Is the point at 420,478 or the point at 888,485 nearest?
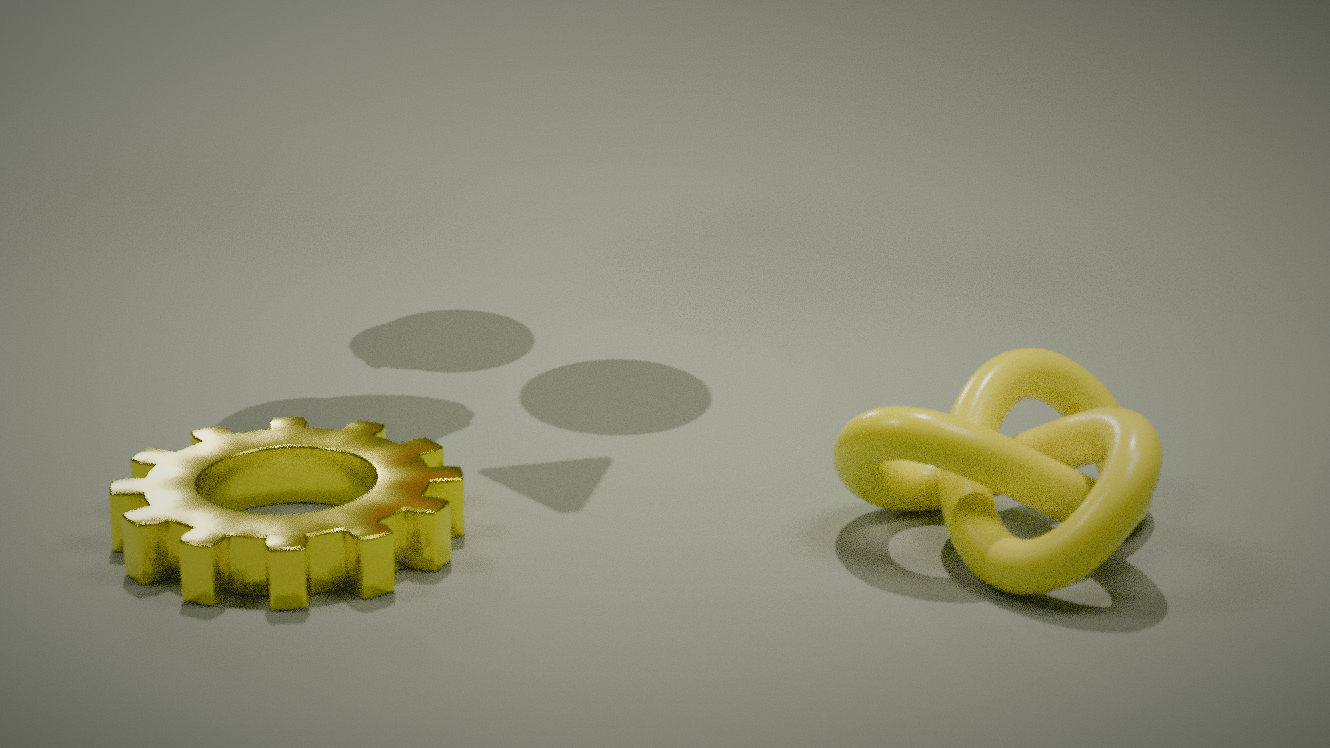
the point at 420,478
